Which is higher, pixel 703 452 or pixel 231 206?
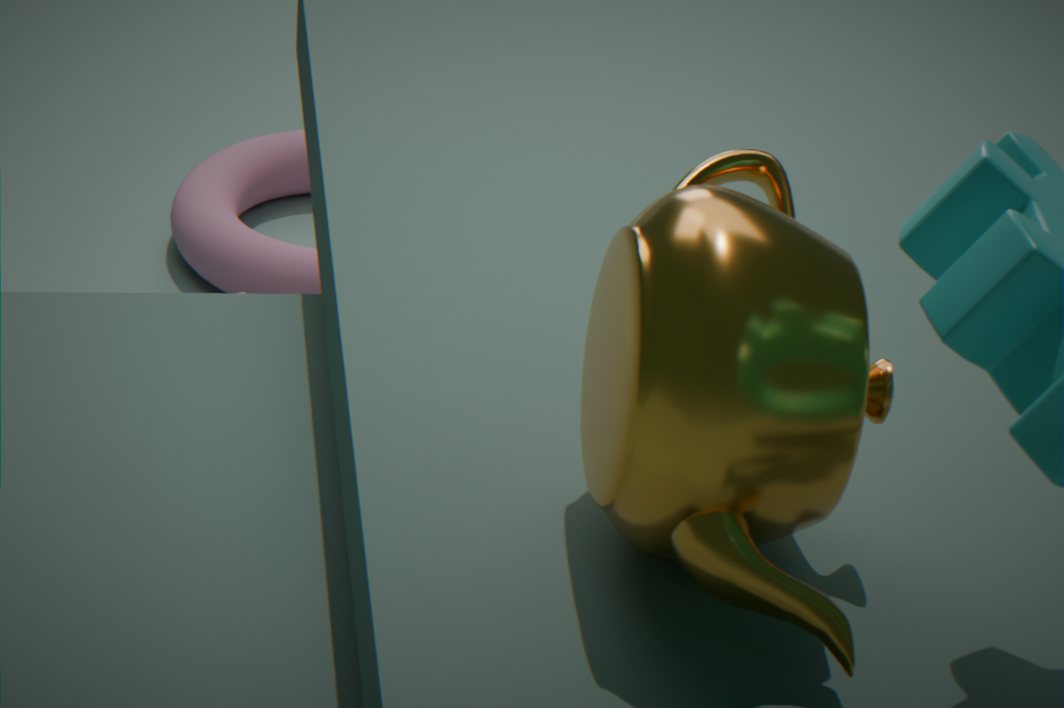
pixel 703 452
